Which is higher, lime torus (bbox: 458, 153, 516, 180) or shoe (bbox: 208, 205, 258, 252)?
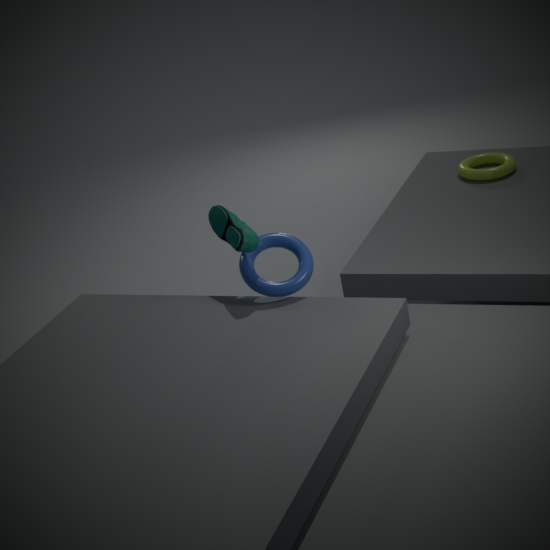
shoe (bbox: 208, 205, 258, 252)
